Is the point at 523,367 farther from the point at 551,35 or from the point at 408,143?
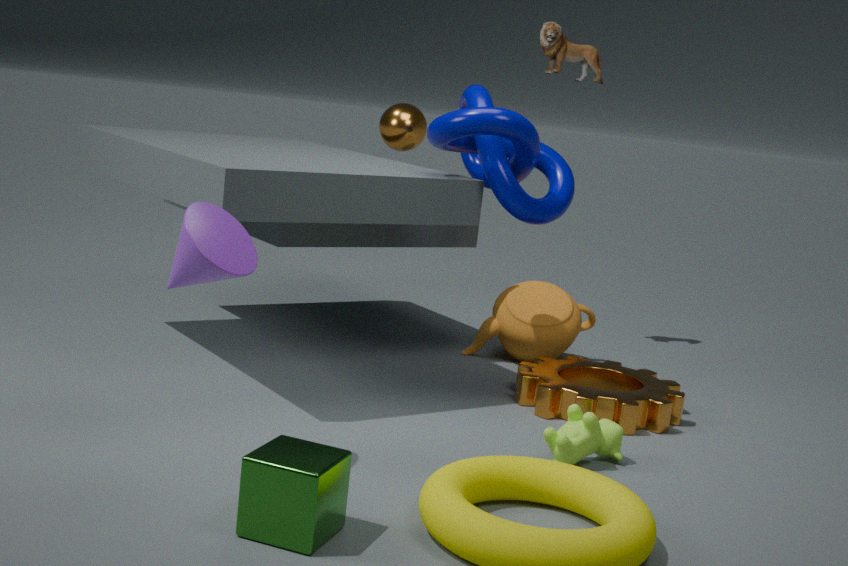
the point at 551,35
